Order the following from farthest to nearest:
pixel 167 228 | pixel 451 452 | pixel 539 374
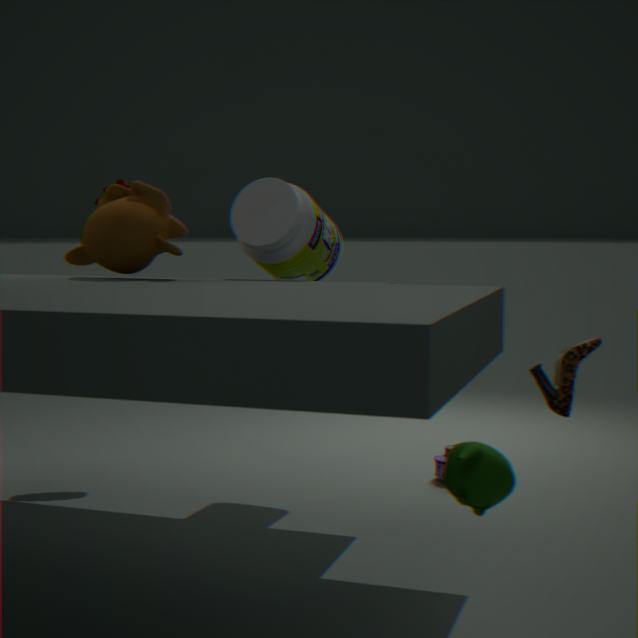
1. pixel 167 228
2. pixel 539 374
3. pixel 451 452
